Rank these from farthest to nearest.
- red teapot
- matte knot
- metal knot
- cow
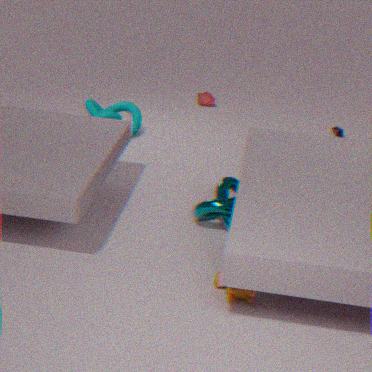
red teapot → matte knot → metal knot → cow
